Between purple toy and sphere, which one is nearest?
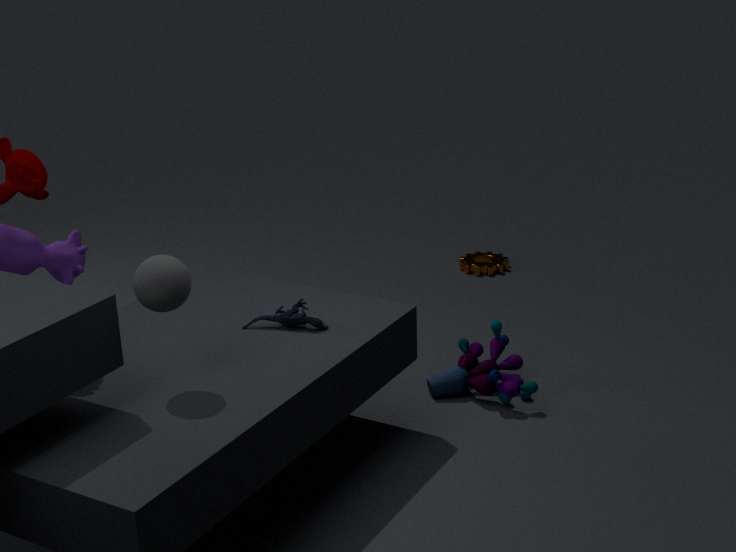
sphere
